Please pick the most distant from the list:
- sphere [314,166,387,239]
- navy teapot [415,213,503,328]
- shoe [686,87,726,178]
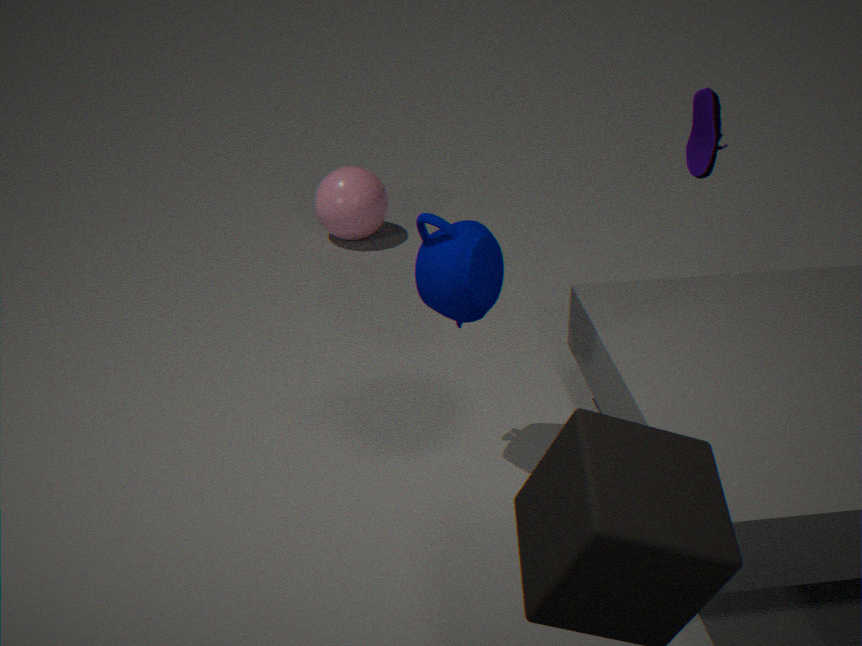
sphere [314,166,387,239]
